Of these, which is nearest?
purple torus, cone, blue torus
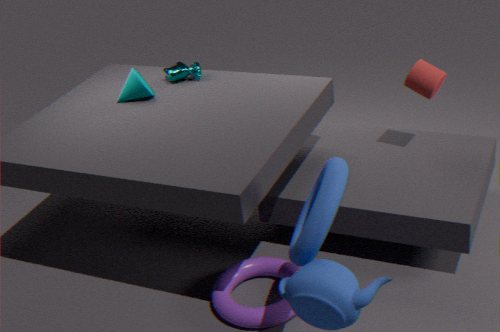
blue torus
